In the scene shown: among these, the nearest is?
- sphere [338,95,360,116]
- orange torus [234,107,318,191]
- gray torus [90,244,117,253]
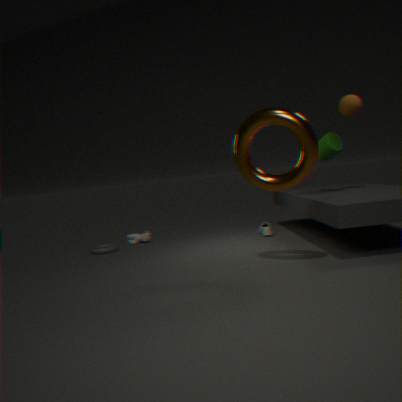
orange torus [234,107,318,191]
